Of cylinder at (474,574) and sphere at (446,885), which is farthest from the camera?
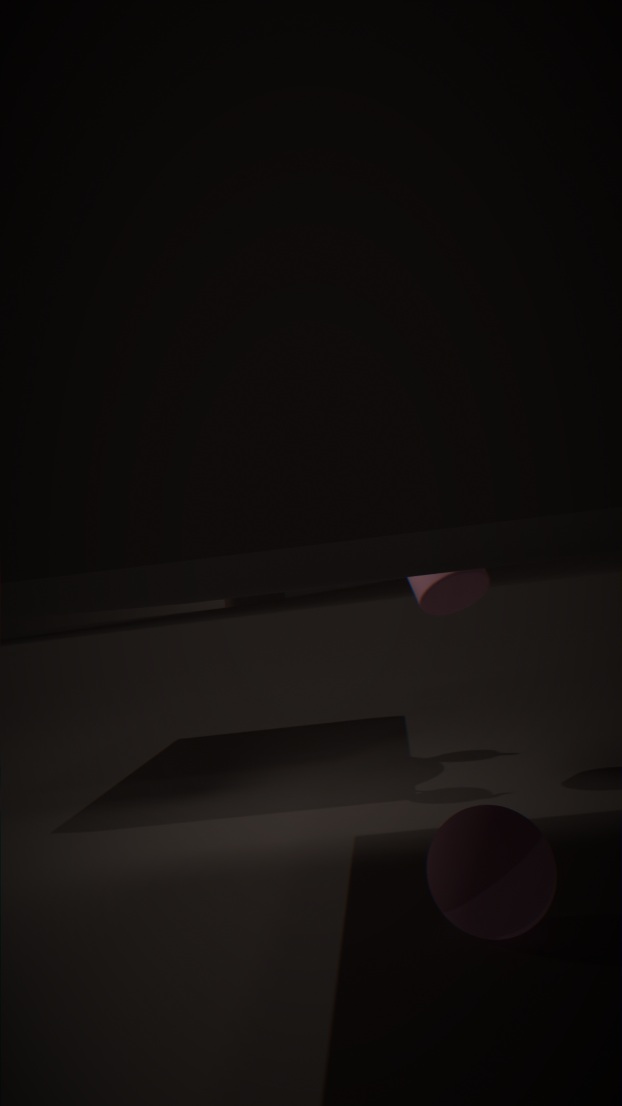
cylinder at (474,574)
